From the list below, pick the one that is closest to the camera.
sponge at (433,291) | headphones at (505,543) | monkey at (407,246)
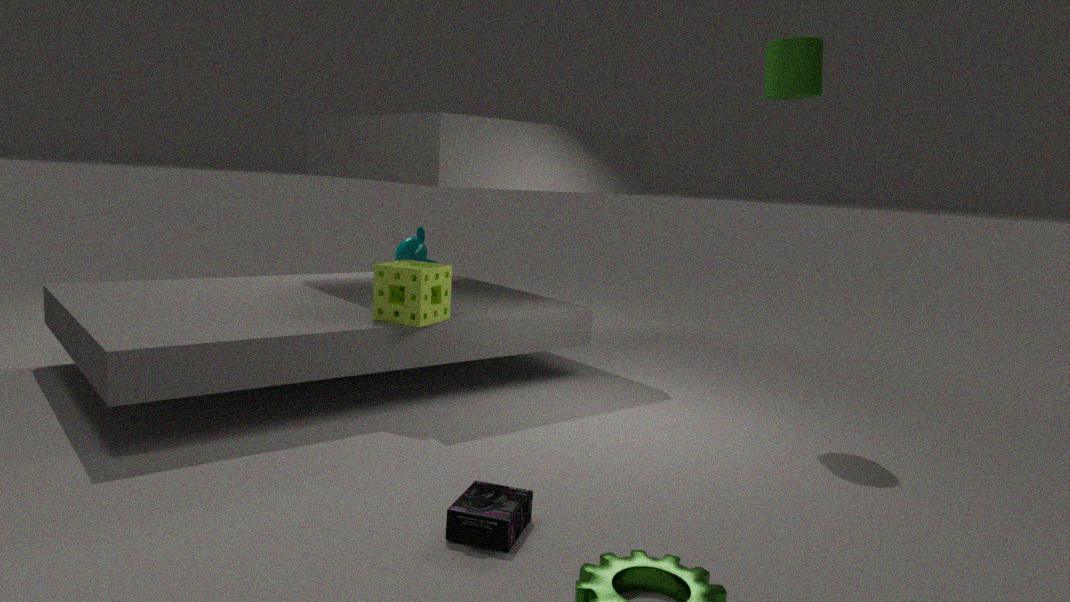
headphones at (505,543)
